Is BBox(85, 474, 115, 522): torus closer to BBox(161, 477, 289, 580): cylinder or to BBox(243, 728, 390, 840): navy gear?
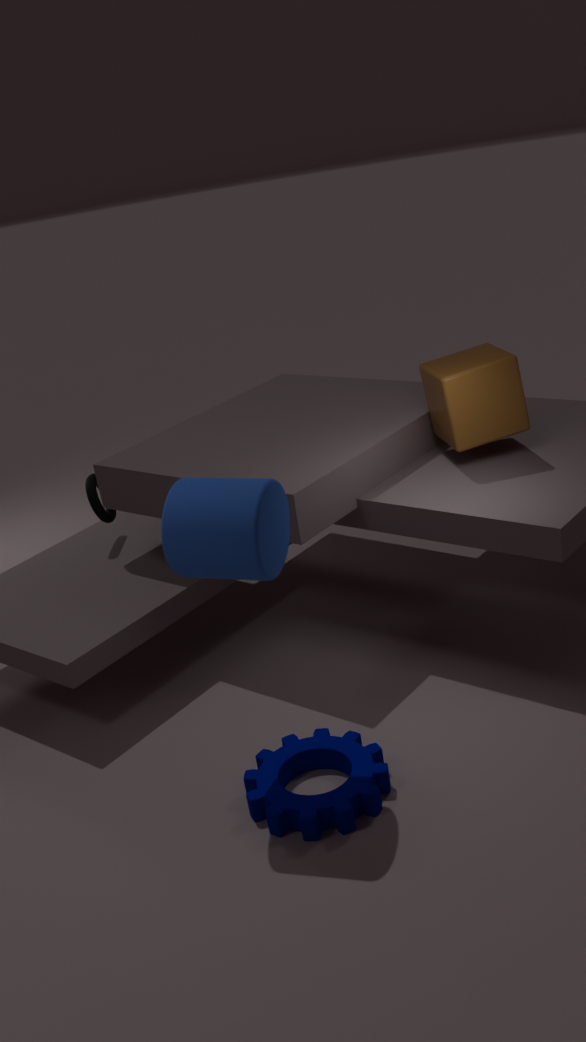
BBox(161, 477, 289, 580): cylinder
